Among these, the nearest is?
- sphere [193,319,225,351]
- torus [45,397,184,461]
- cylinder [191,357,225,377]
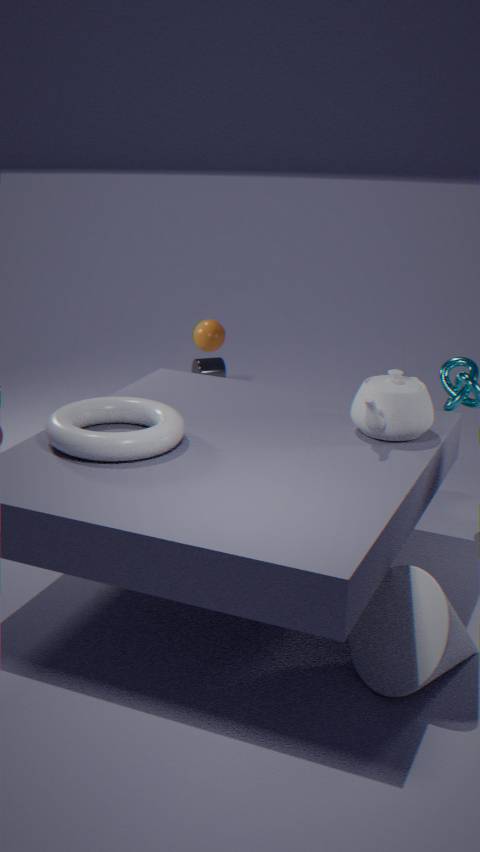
torus [45,397,184,461]
